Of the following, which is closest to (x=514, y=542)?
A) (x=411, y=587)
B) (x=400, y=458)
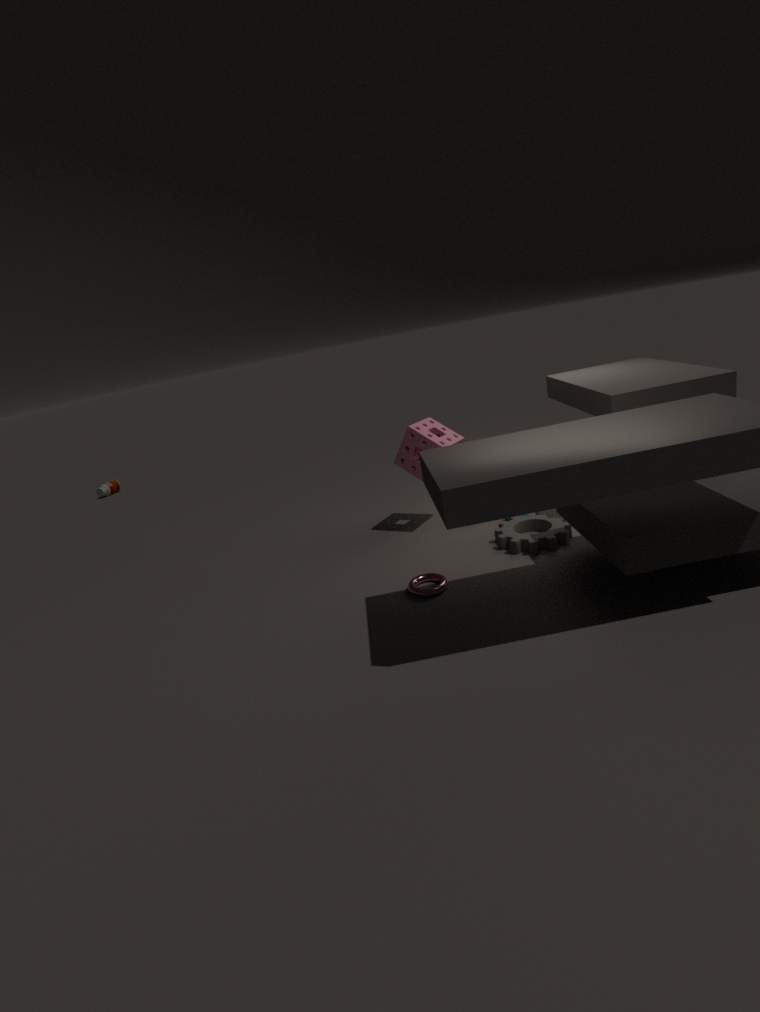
(x=411, y=587)
